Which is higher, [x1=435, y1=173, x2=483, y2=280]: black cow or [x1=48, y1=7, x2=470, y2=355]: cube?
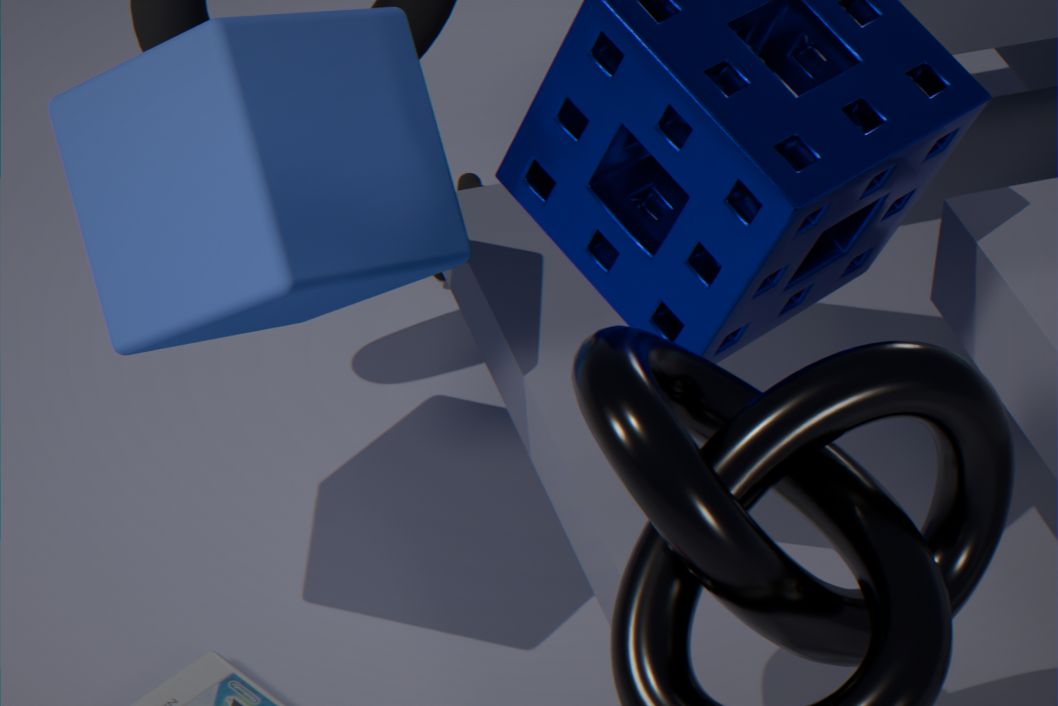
[x1=48, y1=7, x2=470, y2=355]: cube
